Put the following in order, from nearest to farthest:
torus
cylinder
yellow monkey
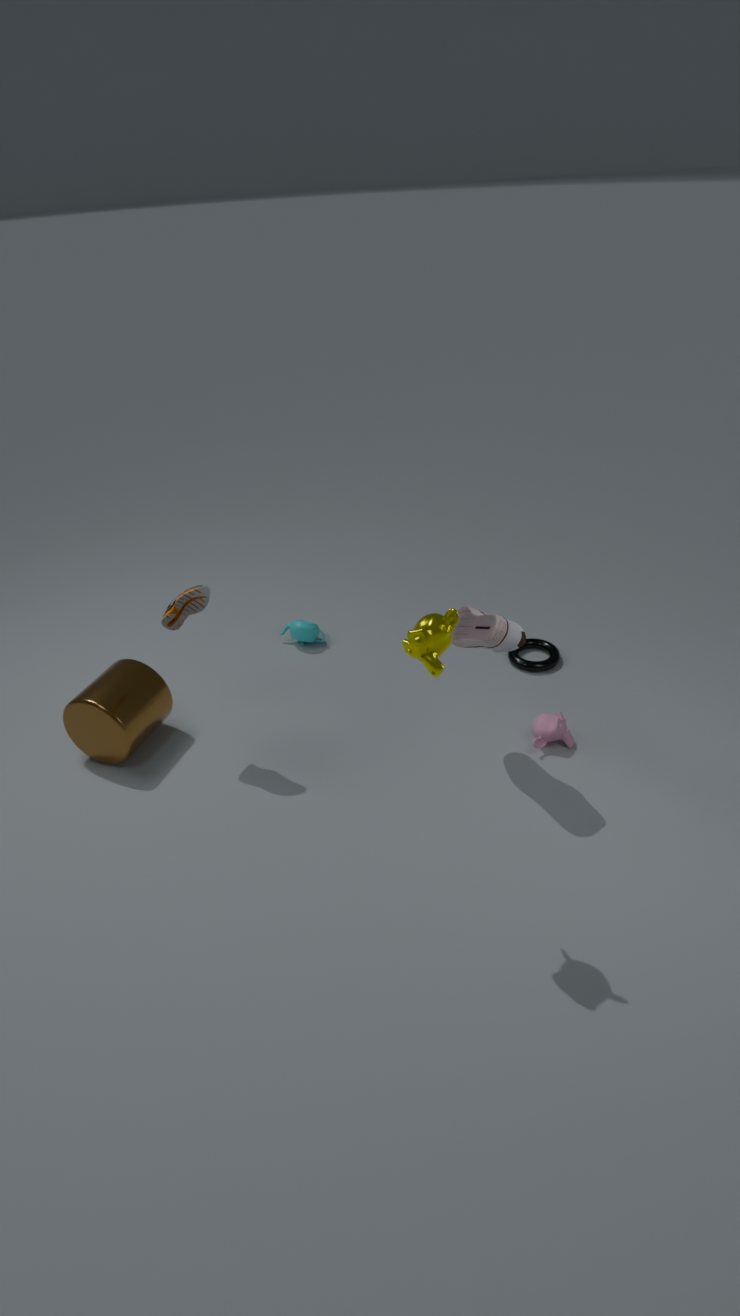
yellow monkey < cylinder < torus
